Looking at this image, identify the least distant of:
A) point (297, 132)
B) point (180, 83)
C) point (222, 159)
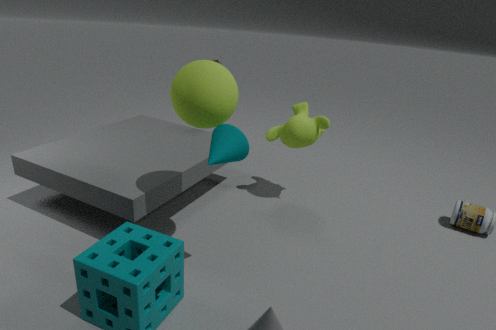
point (222, 159)
